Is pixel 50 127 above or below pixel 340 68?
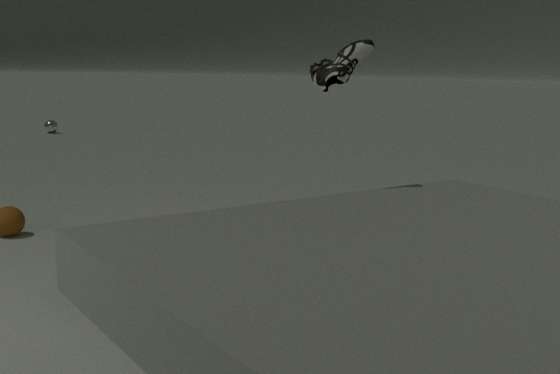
below
